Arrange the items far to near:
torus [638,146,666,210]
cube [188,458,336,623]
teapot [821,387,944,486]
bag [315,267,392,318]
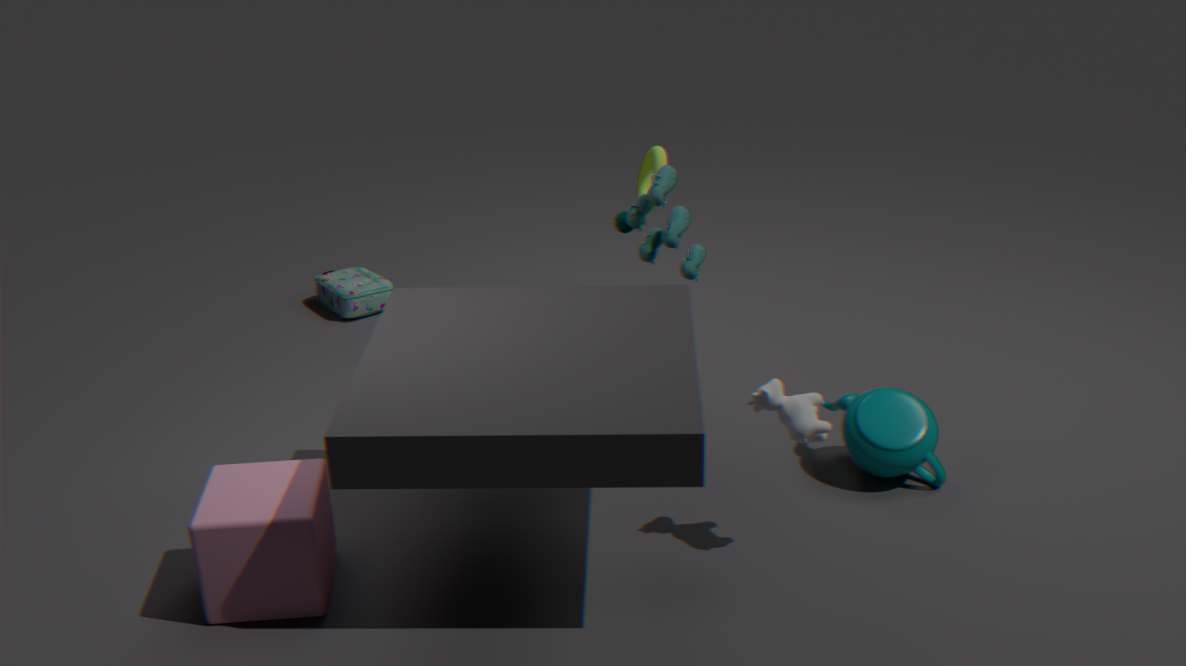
bag [315,267,392,318] → torus [638,146,666,210] → teapot [821,387,944,486] → cube [188,458,336,623]
